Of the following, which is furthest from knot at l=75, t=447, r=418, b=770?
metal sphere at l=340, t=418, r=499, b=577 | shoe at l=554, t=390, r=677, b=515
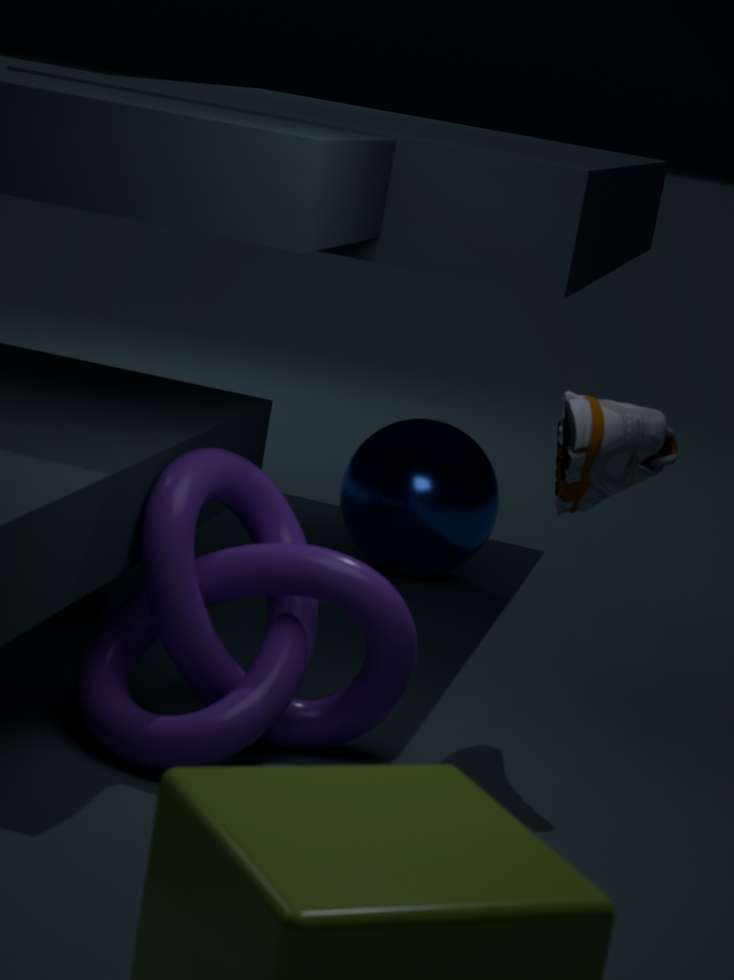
metal sphere at l=340, t=418, r=499, b=577
